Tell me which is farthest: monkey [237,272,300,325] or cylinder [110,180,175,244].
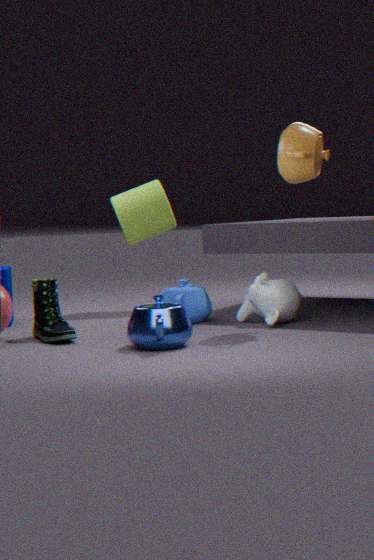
cylinder [110,180,175,244]
